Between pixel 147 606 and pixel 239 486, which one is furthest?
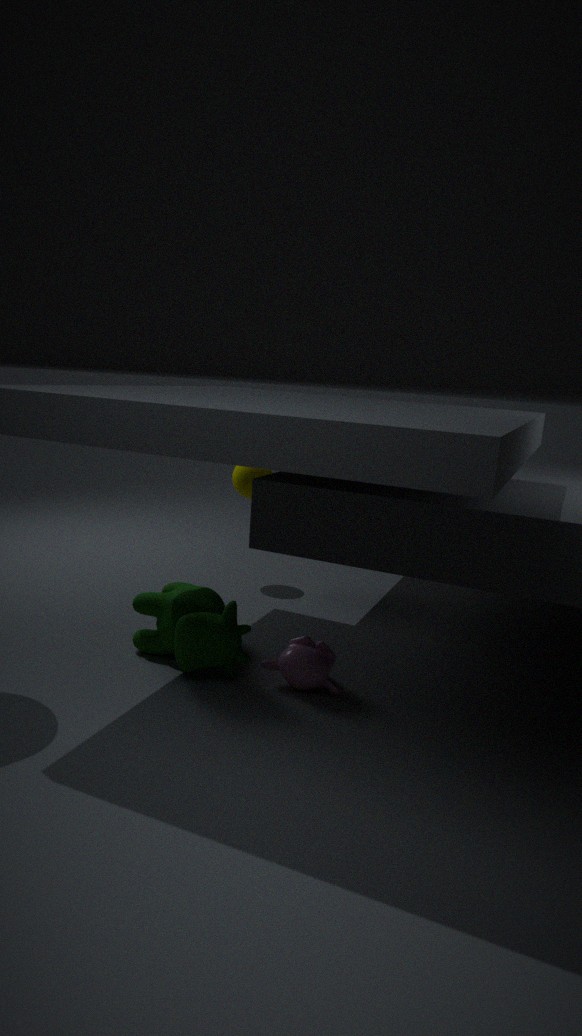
pixel 239 486
